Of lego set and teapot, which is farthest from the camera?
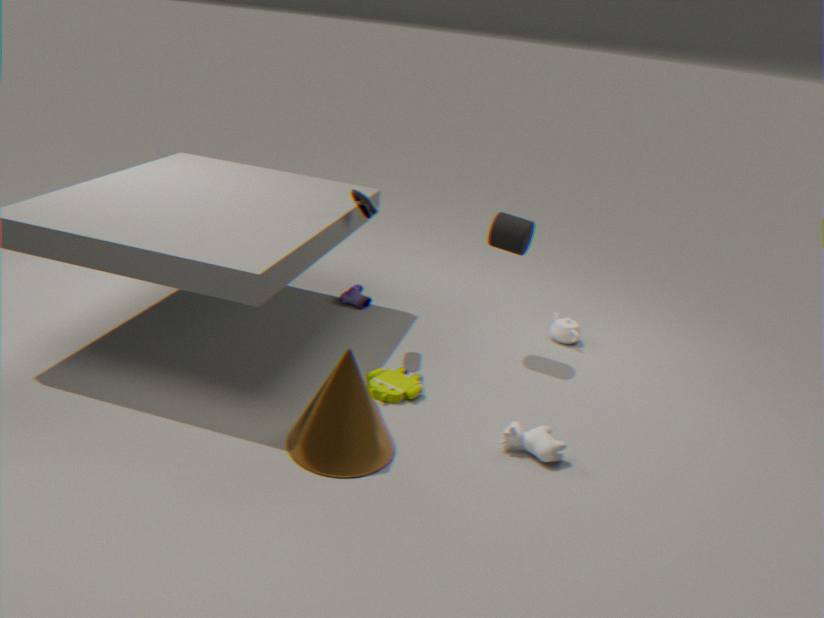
teapot
